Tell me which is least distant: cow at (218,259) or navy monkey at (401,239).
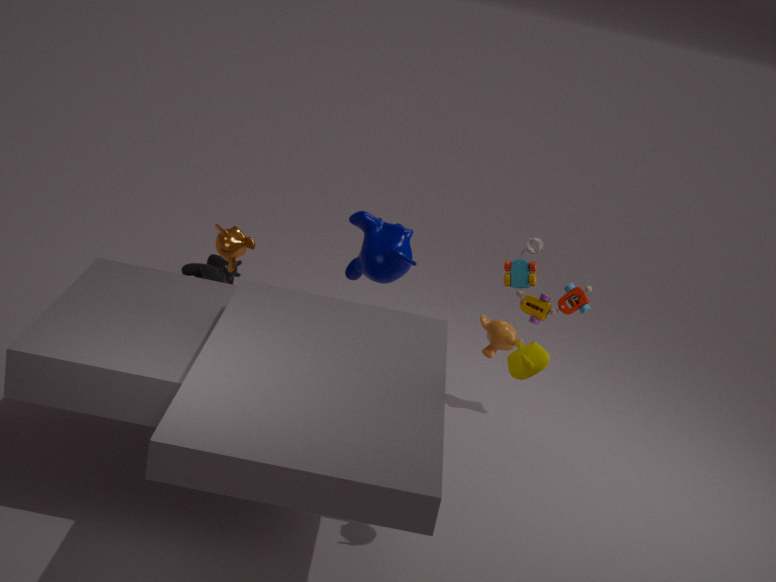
navy monkey at (401,239)
